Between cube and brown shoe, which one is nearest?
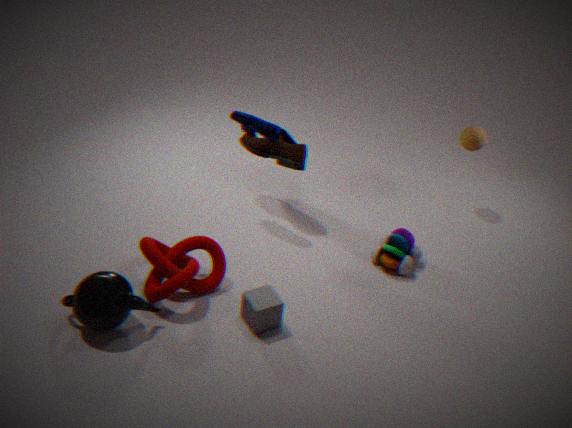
cube
